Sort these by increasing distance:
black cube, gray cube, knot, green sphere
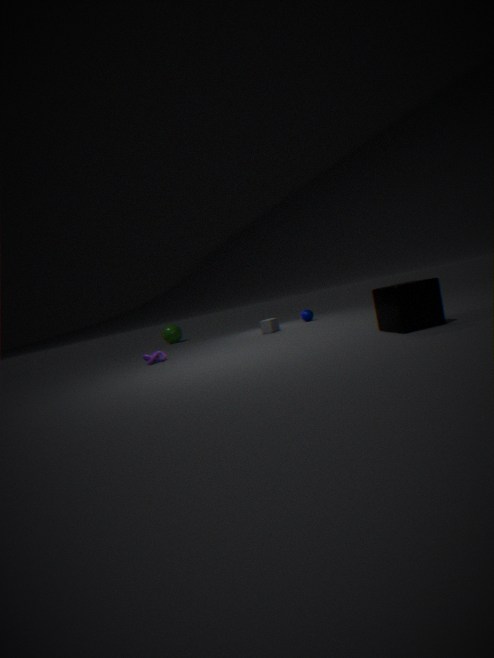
1. black cube
2. knot
3. gray cube
4. green sphere
